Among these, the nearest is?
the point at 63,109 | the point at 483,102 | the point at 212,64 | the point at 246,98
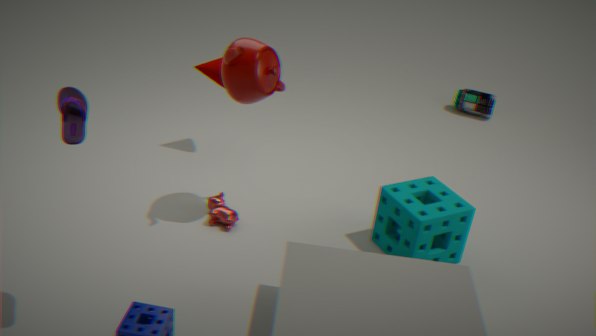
the point at 63,109
